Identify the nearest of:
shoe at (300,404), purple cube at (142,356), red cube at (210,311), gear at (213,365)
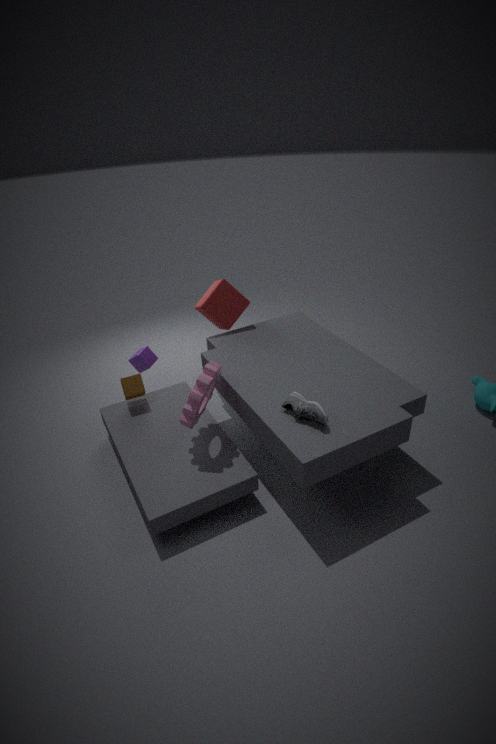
shoe at (300,404)
